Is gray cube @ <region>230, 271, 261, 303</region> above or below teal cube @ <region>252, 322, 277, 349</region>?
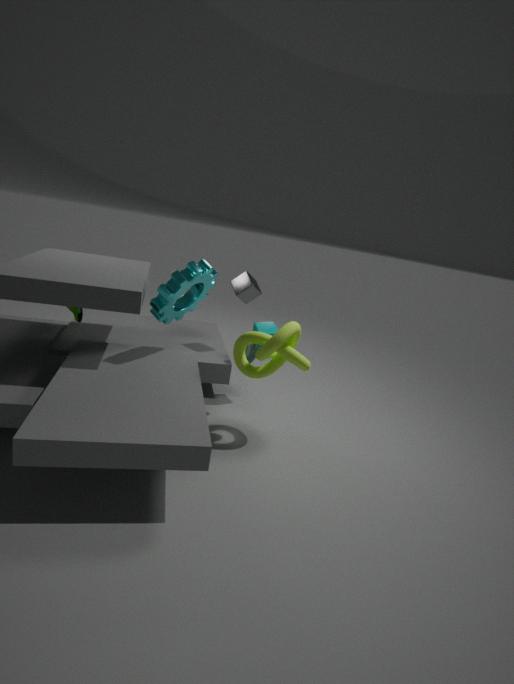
above
